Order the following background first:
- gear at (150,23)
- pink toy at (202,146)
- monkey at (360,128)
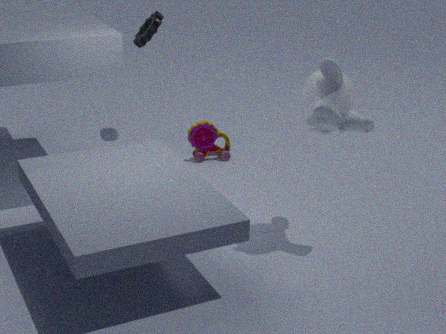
gear at (150,23), pink toy at (202,146), monkey at (360,128)
